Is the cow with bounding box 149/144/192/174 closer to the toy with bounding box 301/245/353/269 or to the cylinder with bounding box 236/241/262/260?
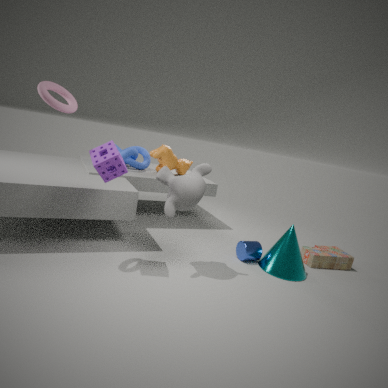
the cylinder with bounding box 236/241/262/260
